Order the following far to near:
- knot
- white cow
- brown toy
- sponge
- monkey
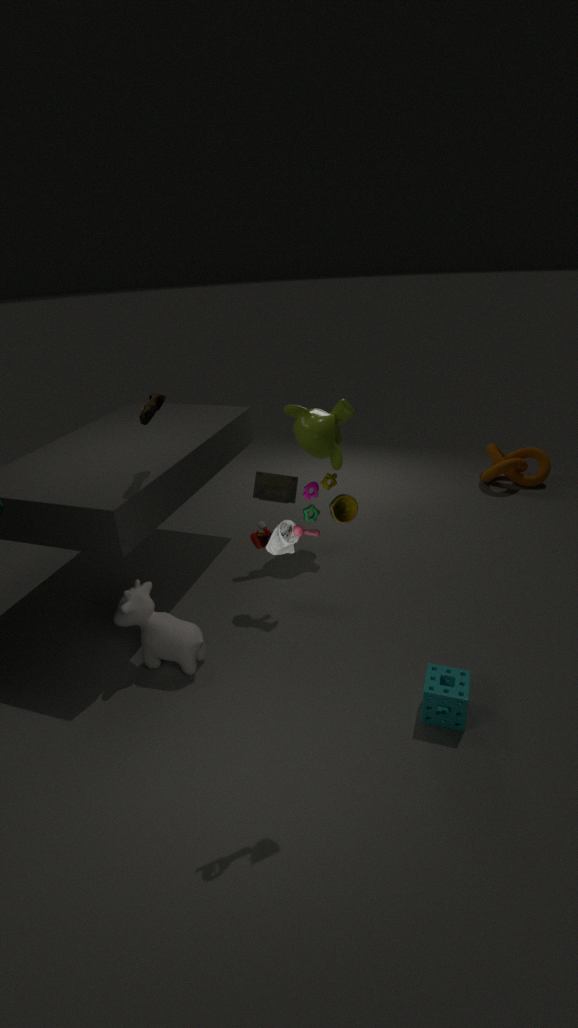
1. knot
2. monkey
3. white cow
4. sponge
5. brown toy
